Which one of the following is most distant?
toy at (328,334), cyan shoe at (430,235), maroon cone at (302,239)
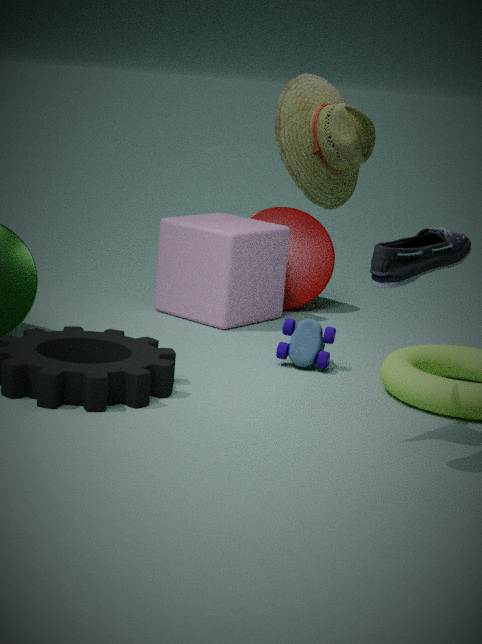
maroon cone at (302,239)
